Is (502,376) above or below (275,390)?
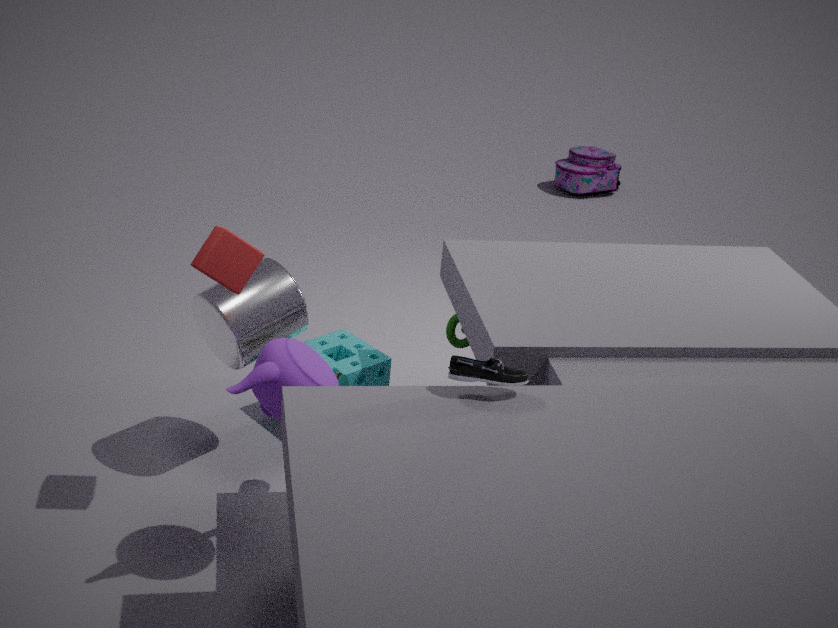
above
